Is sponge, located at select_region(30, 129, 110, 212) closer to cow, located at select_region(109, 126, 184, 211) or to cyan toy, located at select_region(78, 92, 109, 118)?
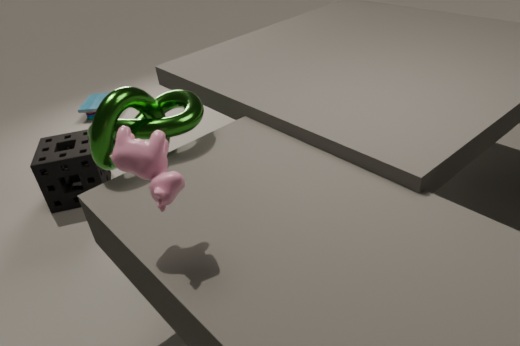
cyan toy, located at select_region(78, 92, 109, 118)
